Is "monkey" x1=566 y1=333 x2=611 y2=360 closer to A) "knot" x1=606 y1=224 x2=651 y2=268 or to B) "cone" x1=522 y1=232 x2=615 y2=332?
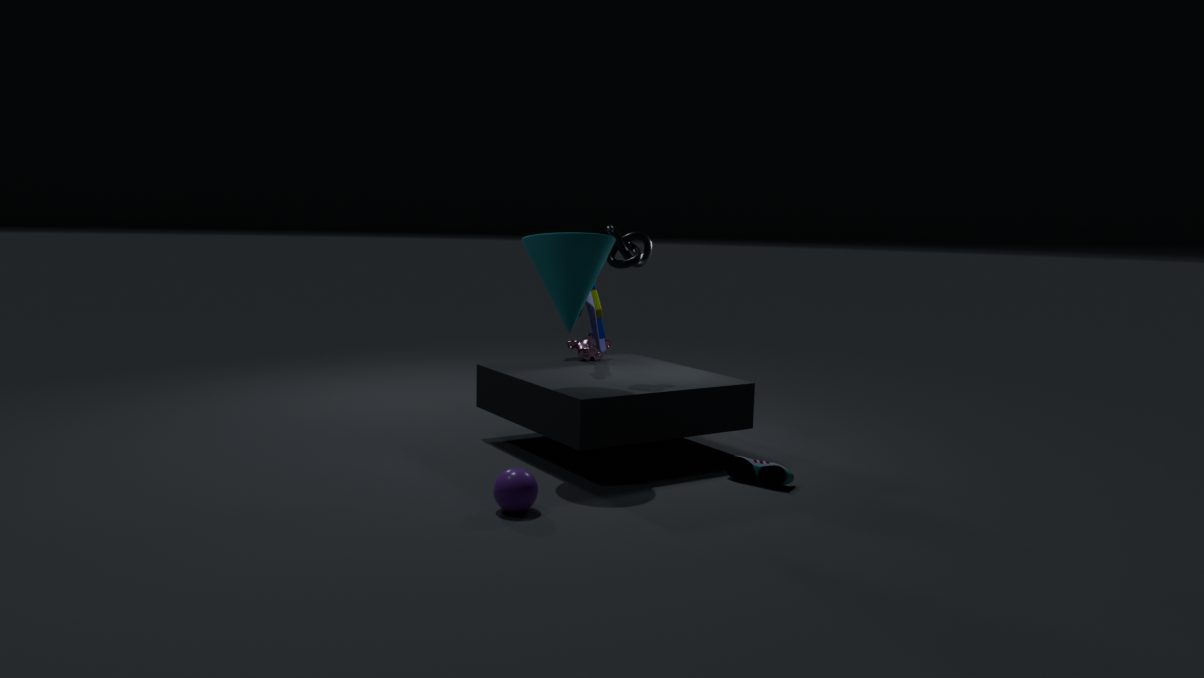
A) "knot" x1=606 y1=224 x2=651 y2=268
